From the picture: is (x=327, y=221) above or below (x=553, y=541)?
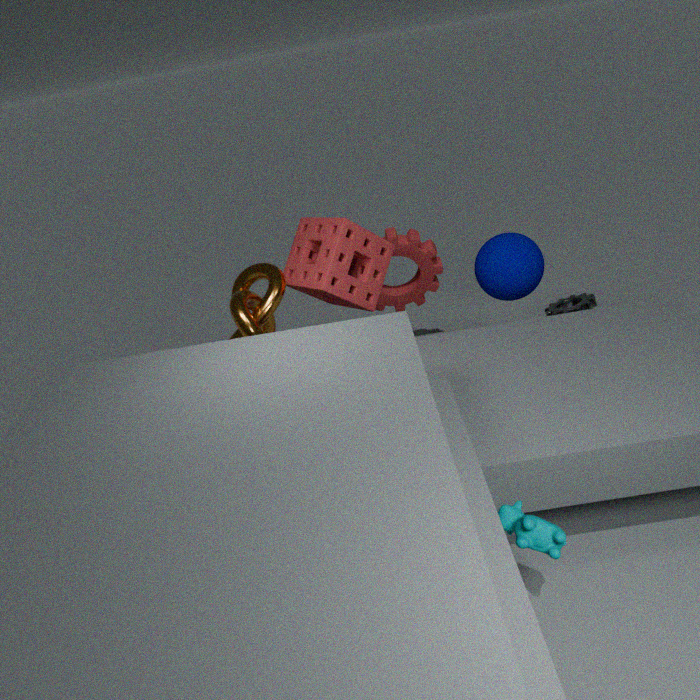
above
